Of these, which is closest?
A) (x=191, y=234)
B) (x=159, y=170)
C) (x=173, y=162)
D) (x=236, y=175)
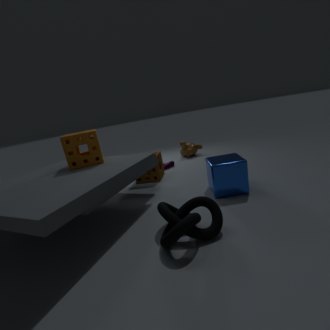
(x=191, y=234)
